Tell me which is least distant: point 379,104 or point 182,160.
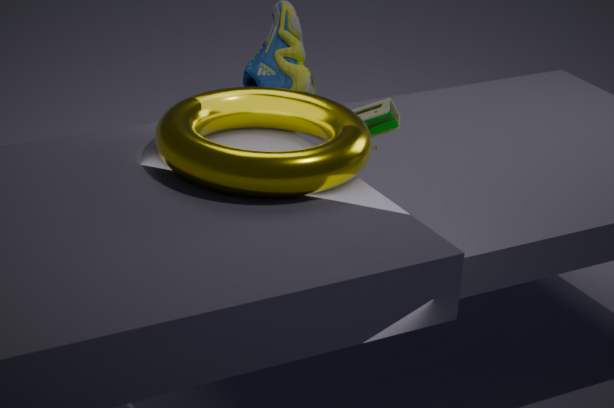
point 182,160
